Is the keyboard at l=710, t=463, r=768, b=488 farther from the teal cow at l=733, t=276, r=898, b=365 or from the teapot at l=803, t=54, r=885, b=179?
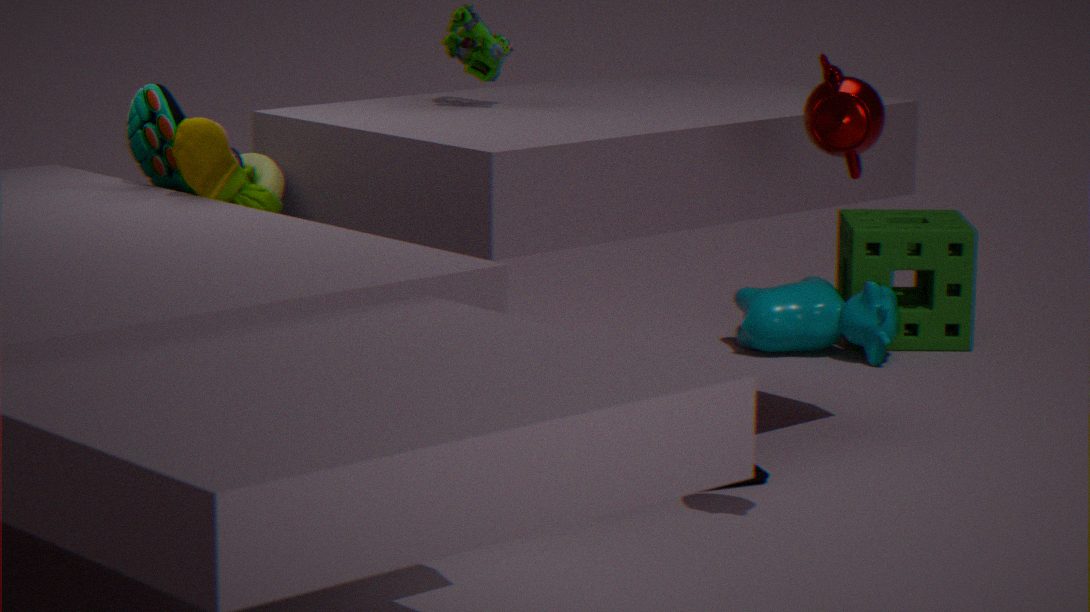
the teal cow at l=733, t=276, r=898, b=365
